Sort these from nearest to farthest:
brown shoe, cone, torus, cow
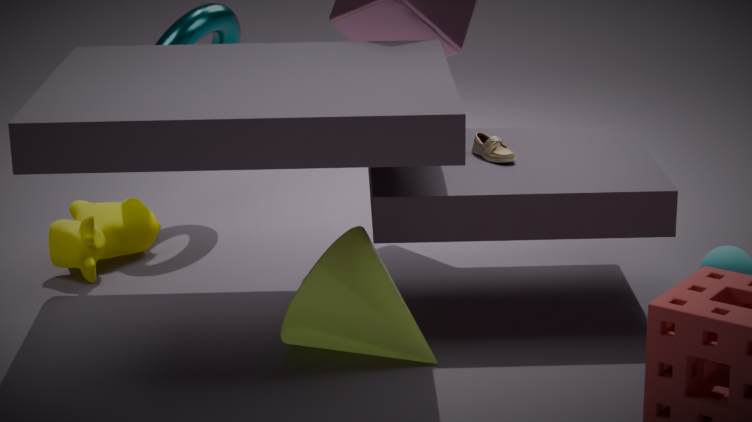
cone → brown shoe → cow → torus
